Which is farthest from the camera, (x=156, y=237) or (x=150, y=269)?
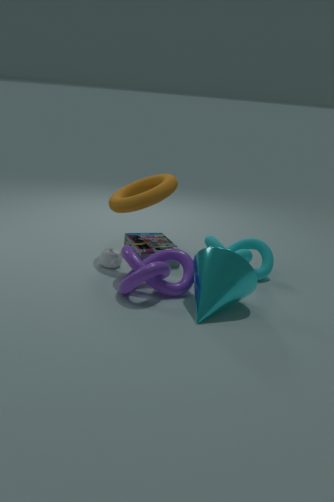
(x=156, y=237)
